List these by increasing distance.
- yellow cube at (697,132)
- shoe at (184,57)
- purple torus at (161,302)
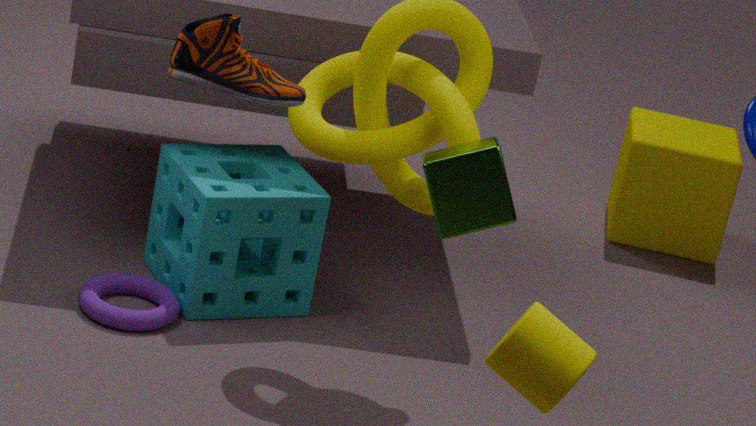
shoe at (184,57) < purple torus at (161,302) < yellow cube at (697,132)
